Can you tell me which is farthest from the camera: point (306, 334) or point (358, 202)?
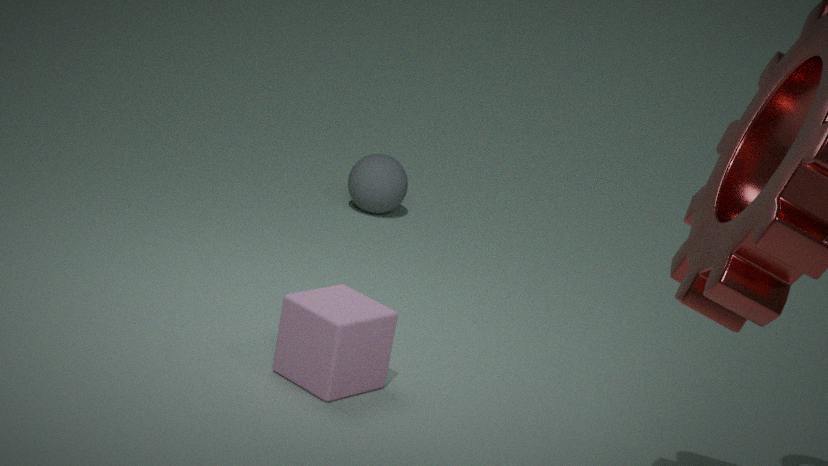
point (358, 202)
